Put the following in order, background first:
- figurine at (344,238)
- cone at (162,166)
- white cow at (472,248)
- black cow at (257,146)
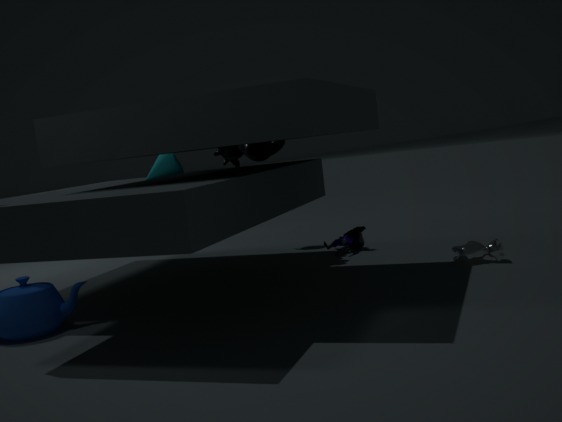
figurine at (344,238) → cone at (162,166) → black cow at (257,146) → white cow at (472,248)
